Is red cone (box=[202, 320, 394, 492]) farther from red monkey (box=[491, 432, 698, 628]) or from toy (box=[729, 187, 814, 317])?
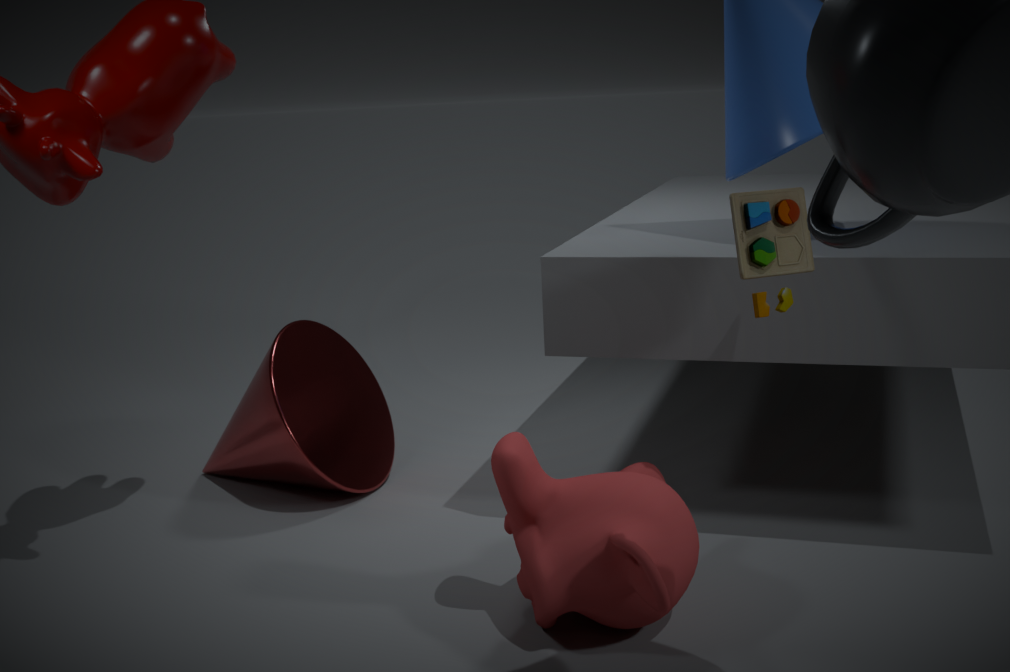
toy (box=[729, 187, 814, 317])
